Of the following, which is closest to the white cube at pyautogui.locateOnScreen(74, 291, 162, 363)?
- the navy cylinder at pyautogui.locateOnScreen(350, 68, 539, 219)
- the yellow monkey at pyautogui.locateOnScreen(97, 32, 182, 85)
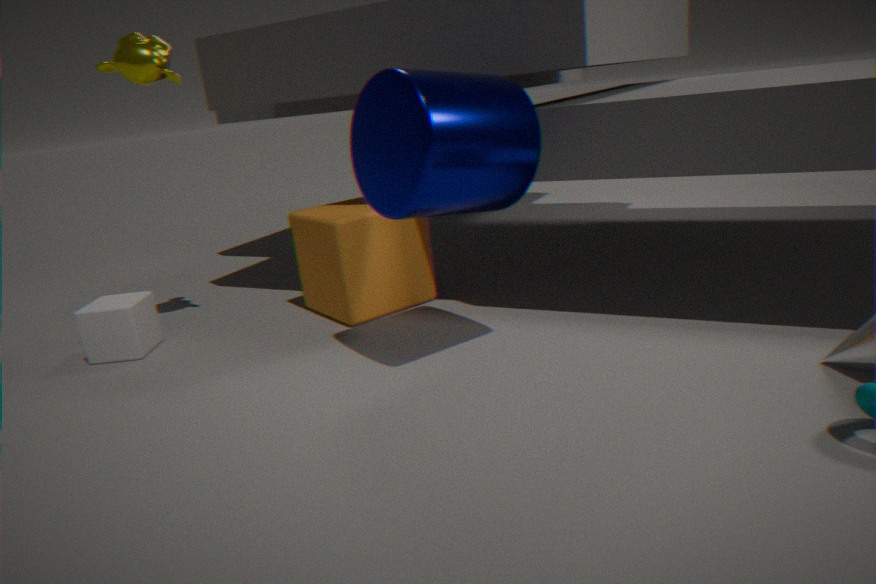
the yellow monkey at pyautogui.locateOnScreen(97, 32, 182, 85)
